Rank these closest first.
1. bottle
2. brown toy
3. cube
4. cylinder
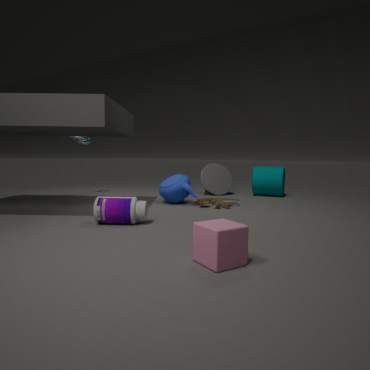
cube < bottle < brown toy < cylinder
